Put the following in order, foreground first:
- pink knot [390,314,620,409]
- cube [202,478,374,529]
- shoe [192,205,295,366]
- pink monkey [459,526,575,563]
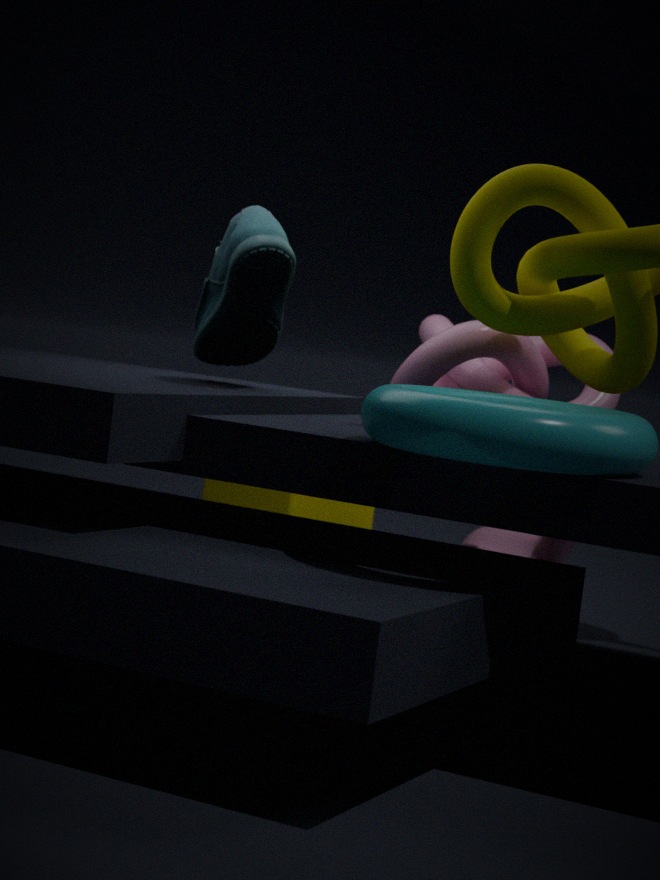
shoe [192,205,295,366], pink knot [390,314,620,409], cube [202,478,374,529], pink monkey [459,526,575,563]
